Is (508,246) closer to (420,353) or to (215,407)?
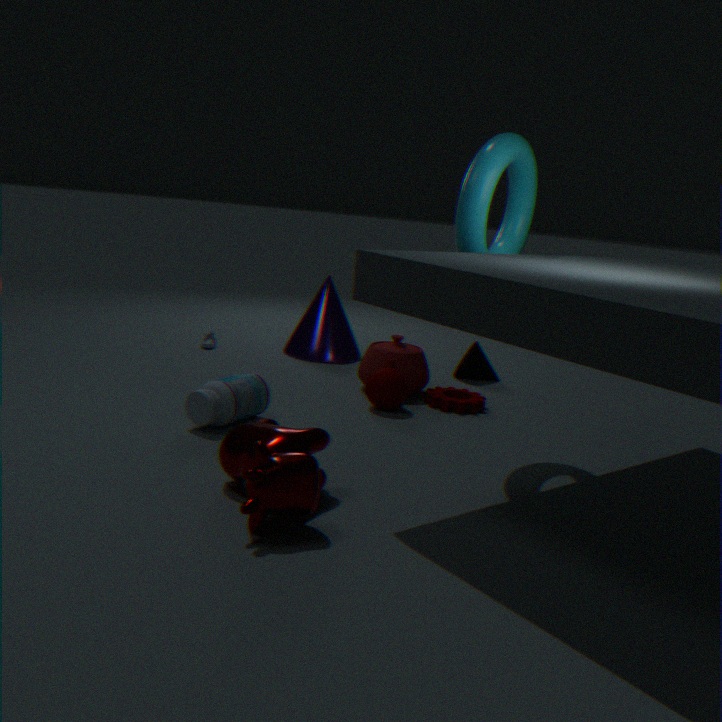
(420,353)
